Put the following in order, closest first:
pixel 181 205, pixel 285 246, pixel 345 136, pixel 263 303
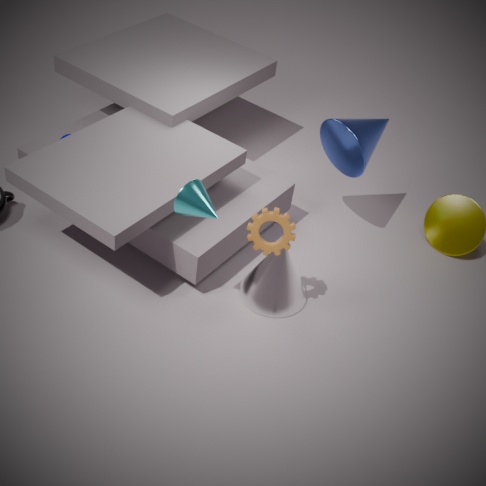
pixel 181 205
pixel 285 246
pixel 263 303
pixel 345 136
